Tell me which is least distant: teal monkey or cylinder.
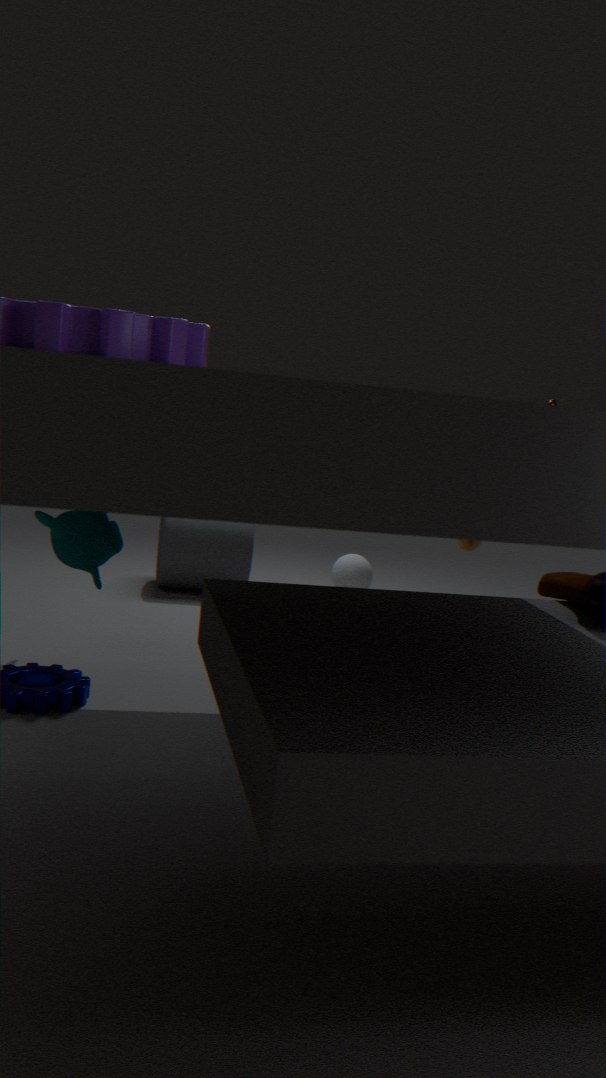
teal monkey
